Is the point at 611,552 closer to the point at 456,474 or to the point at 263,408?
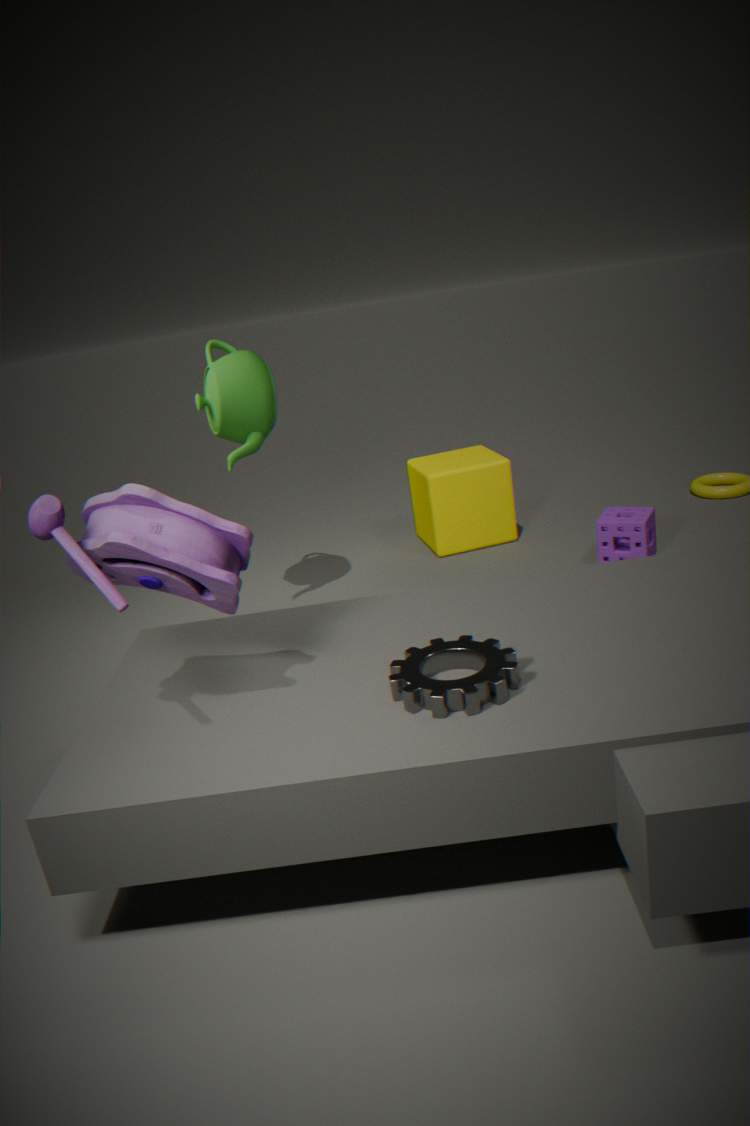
the point at 456,474
